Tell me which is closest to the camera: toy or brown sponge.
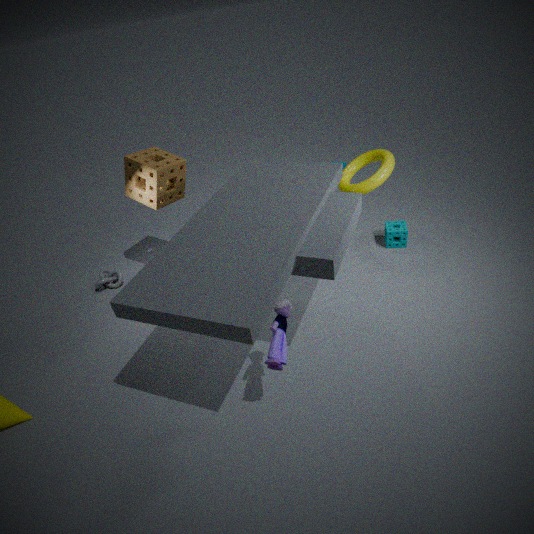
toy
